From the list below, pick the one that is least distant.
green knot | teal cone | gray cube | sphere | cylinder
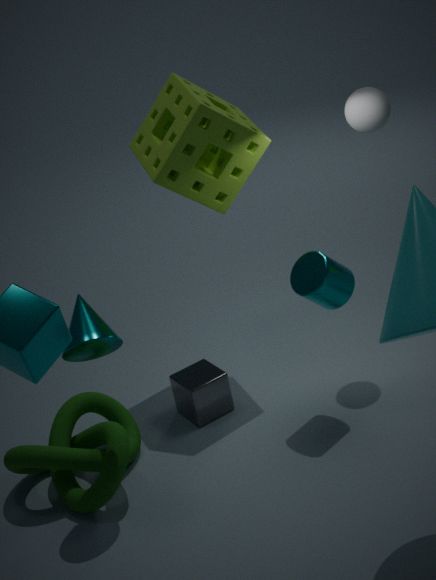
teal cone
